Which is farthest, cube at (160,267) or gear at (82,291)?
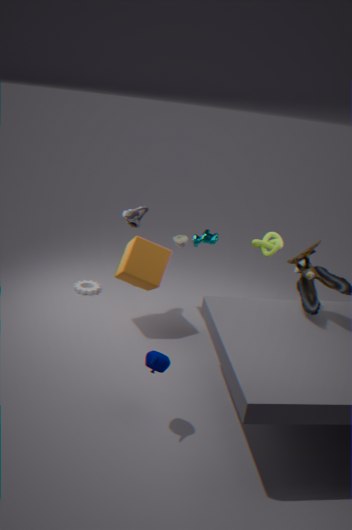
gear at (82,291)
